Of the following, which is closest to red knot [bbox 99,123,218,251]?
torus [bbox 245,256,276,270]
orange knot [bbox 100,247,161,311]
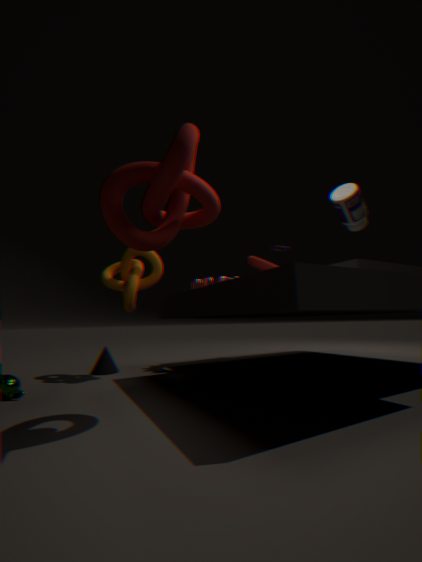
orange knot [bbox 100,247,161,311]
